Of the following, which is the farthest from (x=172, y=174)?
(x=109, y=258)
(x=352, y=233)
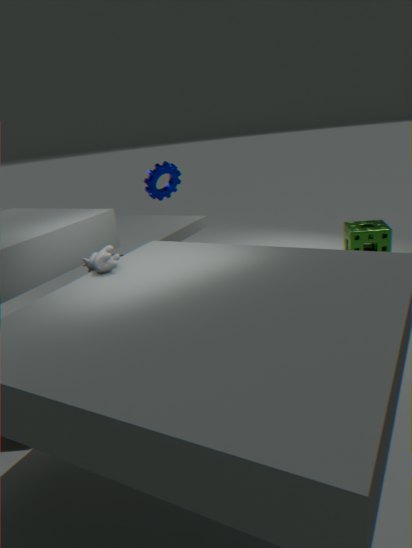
(x=352, y=233)
